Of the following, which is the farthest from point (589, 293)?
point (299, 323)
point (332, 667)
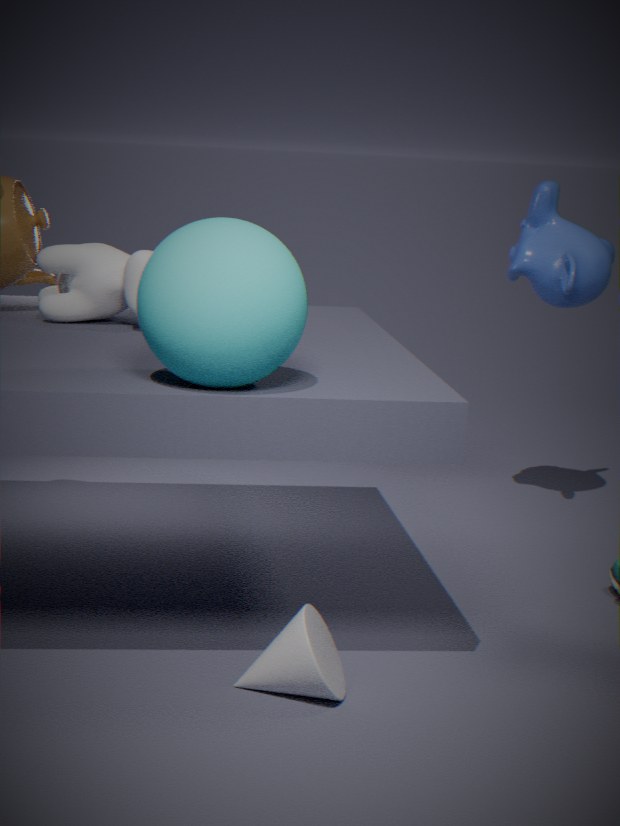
point (332, 667)
